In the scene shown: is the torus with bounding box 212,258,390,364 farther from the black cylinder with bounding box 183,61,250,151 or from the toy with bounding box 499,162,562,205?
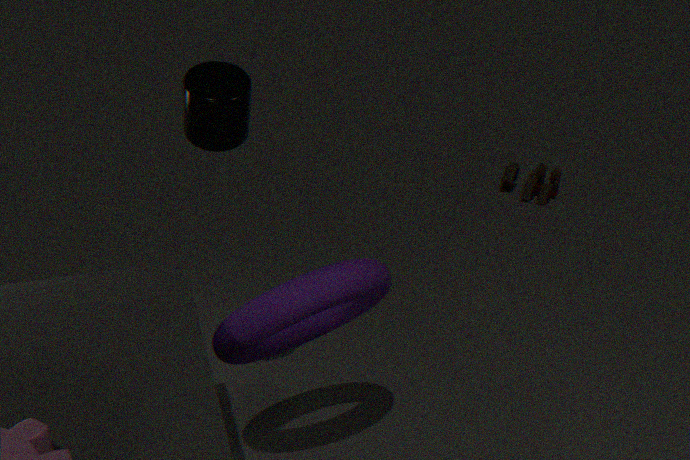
the toy with bounding box 499,162,562,205
